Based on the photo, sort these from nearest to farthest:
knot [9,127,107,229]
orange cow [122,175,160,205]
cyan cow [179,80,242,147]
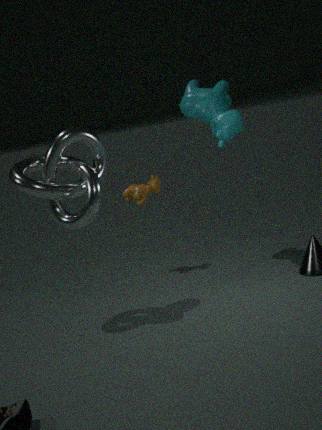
1. knot [9,127,107,229]
2. cyan cow [179,80,242,147]
3. orange cow [122,175,160,205]
